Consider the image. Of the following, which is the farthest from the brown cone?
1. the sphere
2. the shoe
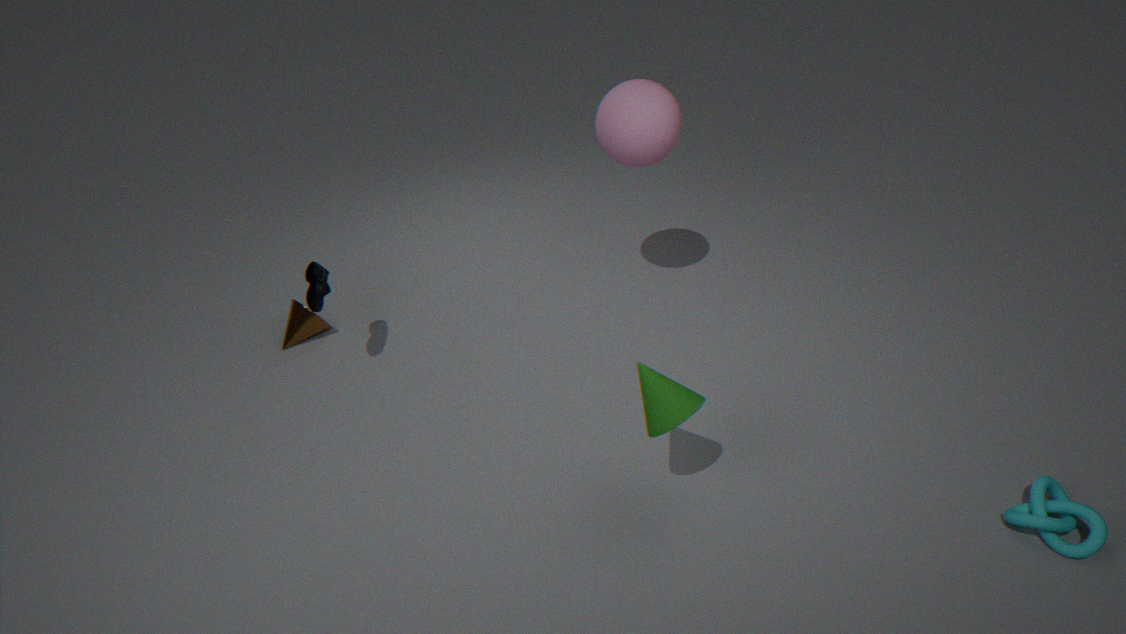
the sphere
